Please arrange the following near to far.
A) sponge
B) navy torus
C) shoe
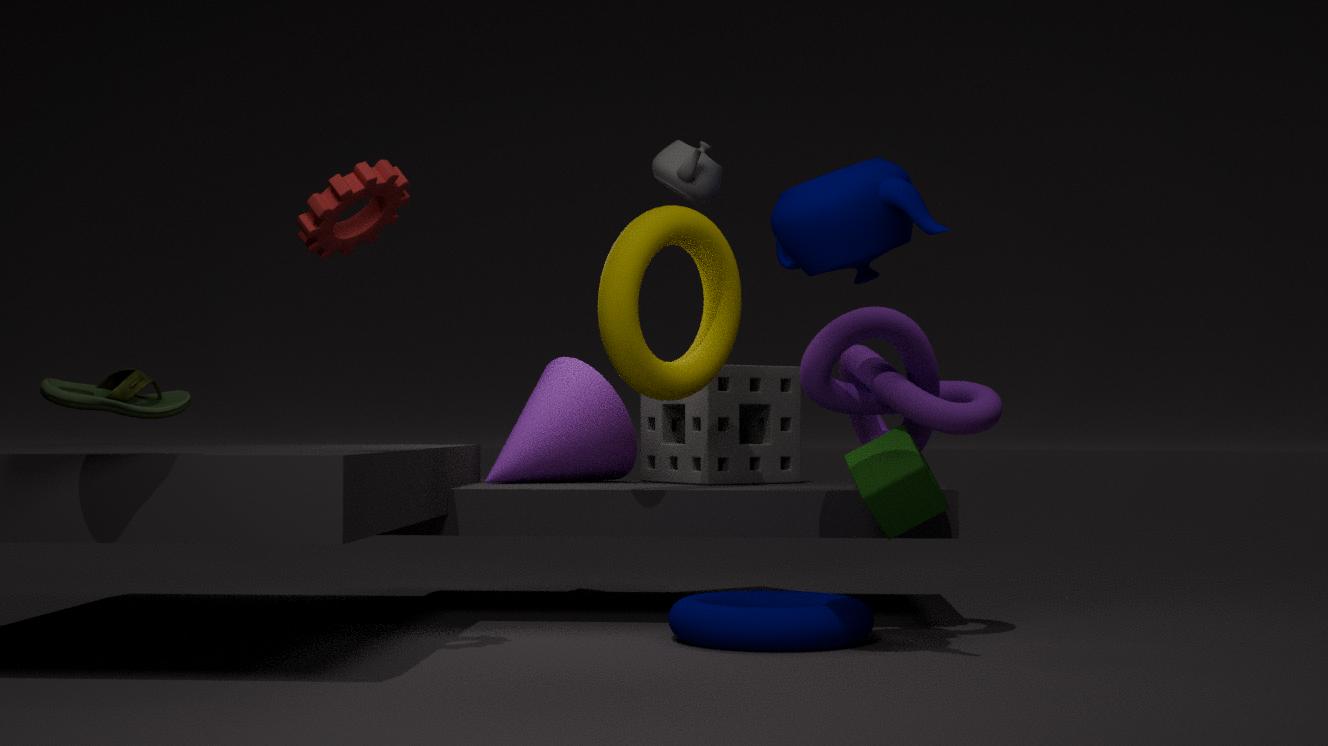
shoe, navy torus, sponge
